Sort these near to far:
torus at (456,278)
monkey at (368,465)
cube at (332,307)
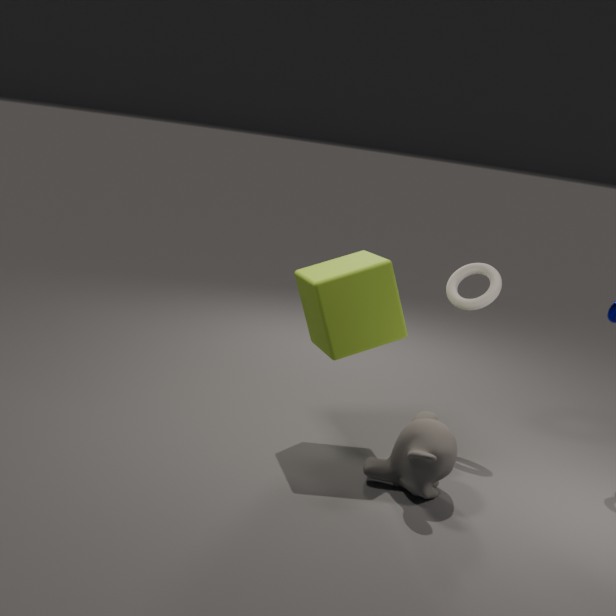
monkey at (368,465) < cube at (332,307) < torus at (456,278)
